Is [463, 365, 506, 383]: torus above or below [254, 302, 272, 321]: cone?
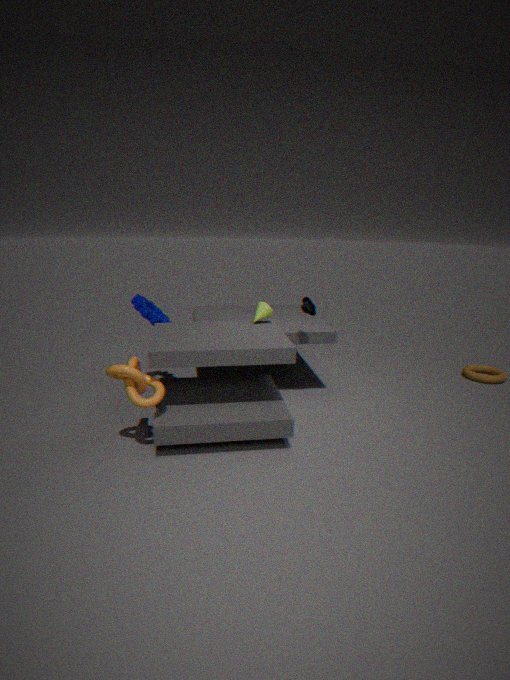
below
